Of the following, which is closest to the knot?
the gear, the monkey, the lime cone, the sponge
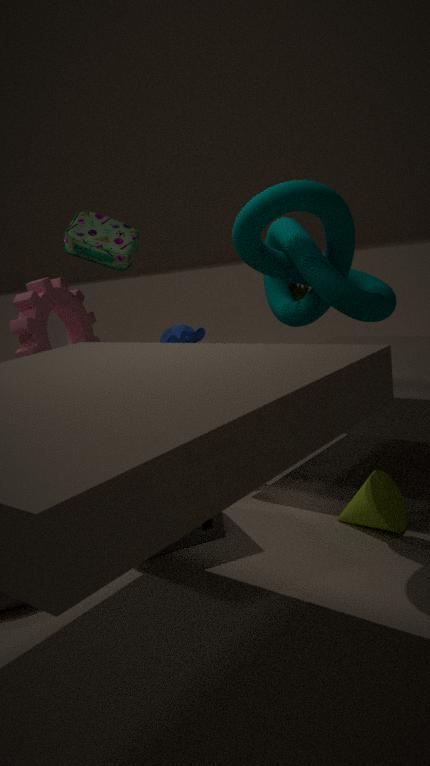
the sponge
